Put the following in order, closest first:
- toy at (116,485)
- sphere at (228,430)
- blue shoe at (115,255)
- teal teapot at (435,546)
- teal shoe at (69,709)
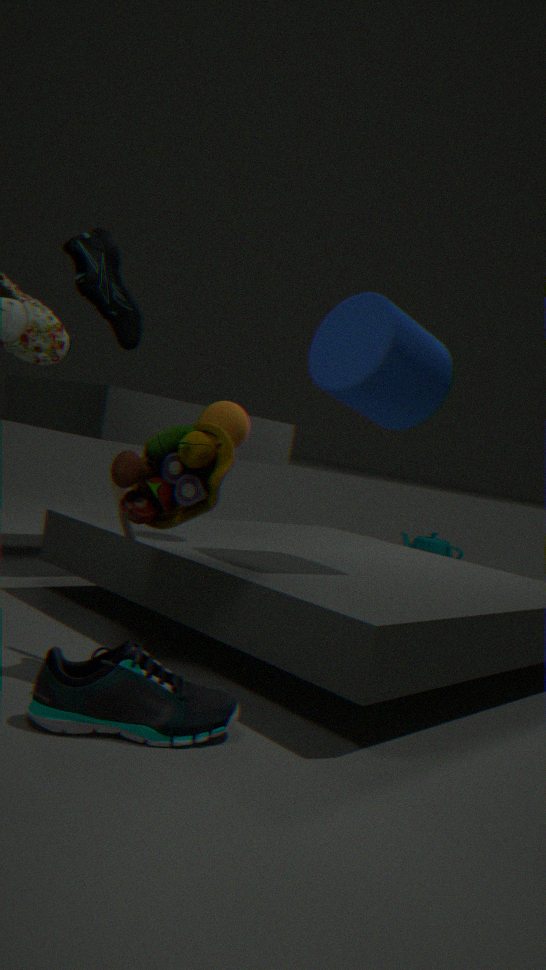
teal shoe at (69,709), toy at (116,485), blue shoe at (115,255), sphere at (228,430), teal teapot at (435,546)
